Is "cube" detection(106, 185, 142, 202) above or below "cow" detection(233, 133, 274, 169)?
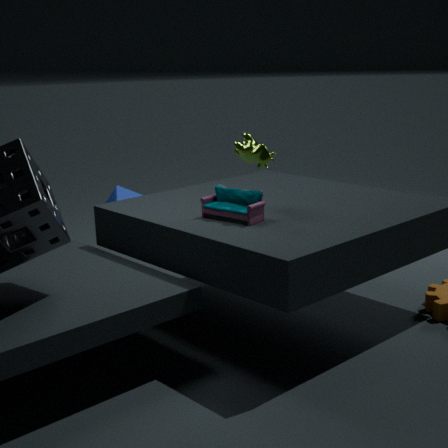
below
